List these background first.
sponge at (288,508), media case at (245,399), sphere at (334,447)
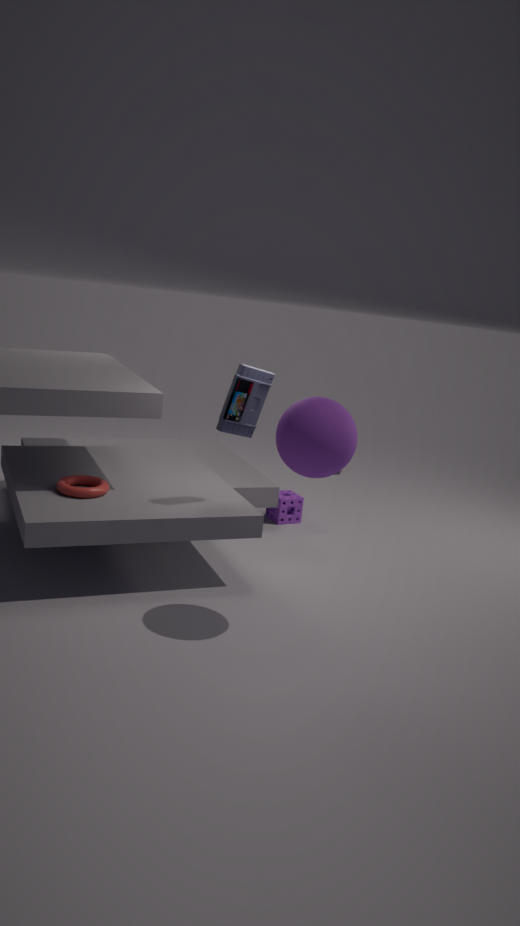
1. sponge at (288,508)
2. media case at (245,399)
3. sphere at (334,447)
